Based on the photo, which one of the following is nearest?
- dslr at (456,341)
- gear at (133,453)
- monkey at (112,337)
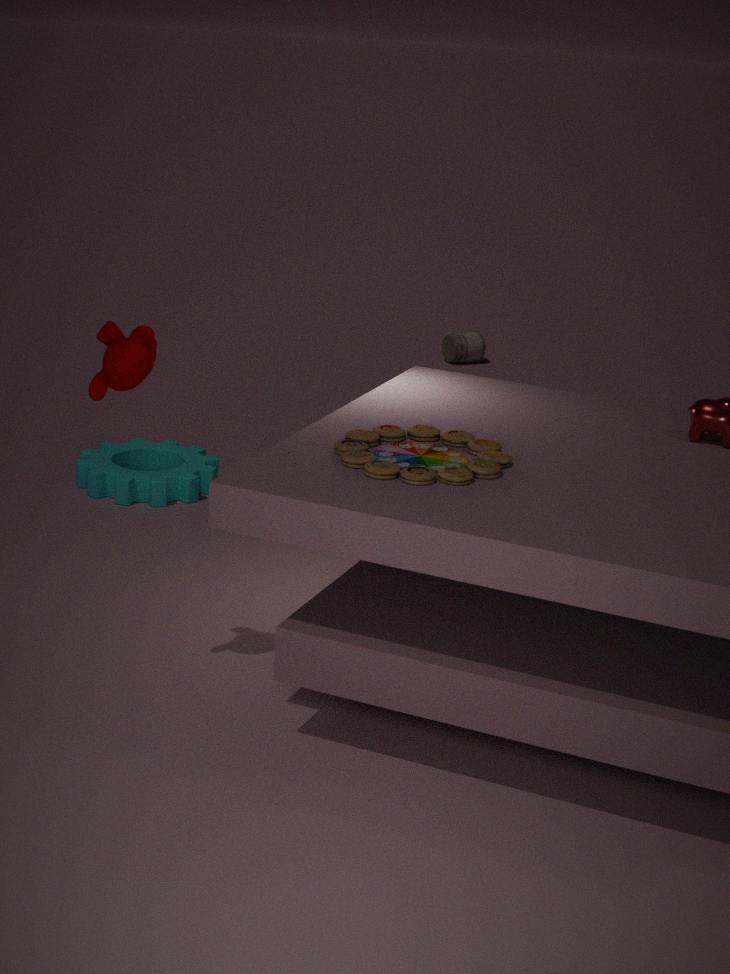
monkey at (112,337)
